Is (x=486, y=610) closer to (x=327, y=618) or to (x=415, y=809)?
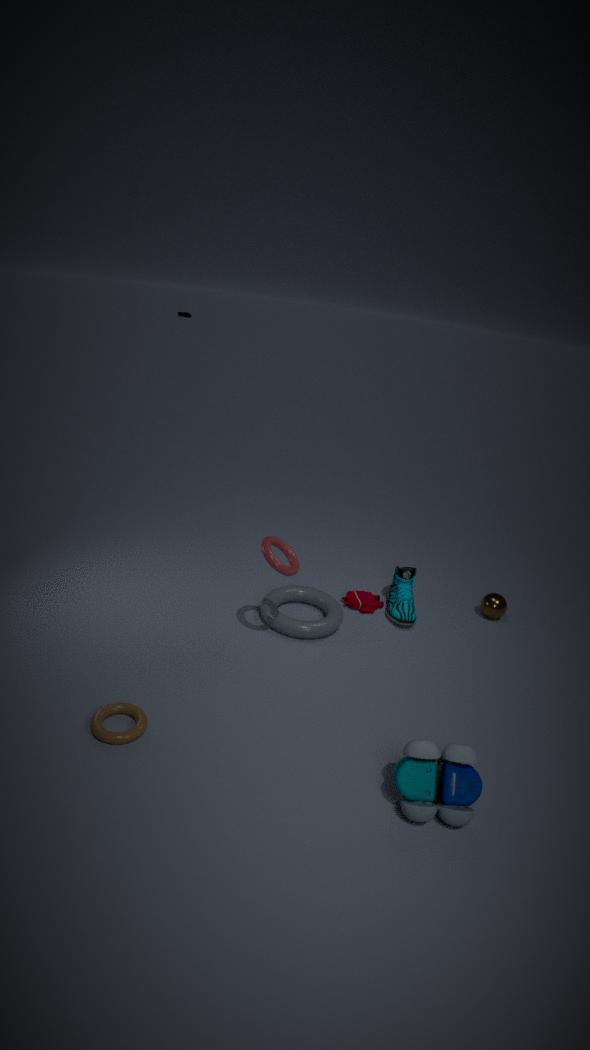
(x=327, y=618)
